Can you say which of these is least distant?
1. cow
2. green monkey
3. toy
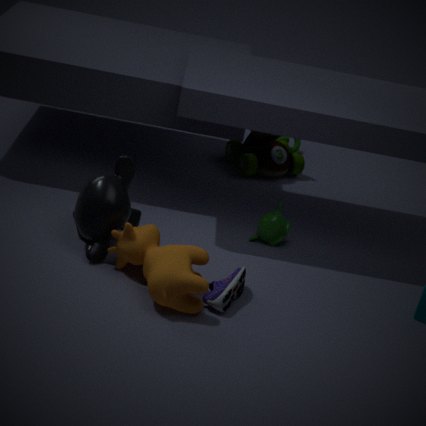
cow
